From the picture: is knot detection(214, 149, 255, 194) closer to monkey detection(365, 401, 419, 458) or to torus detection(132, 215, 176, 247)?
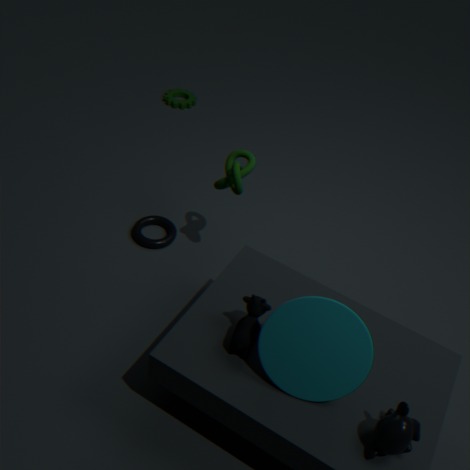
torus detection(132, 215, 176, 247)
